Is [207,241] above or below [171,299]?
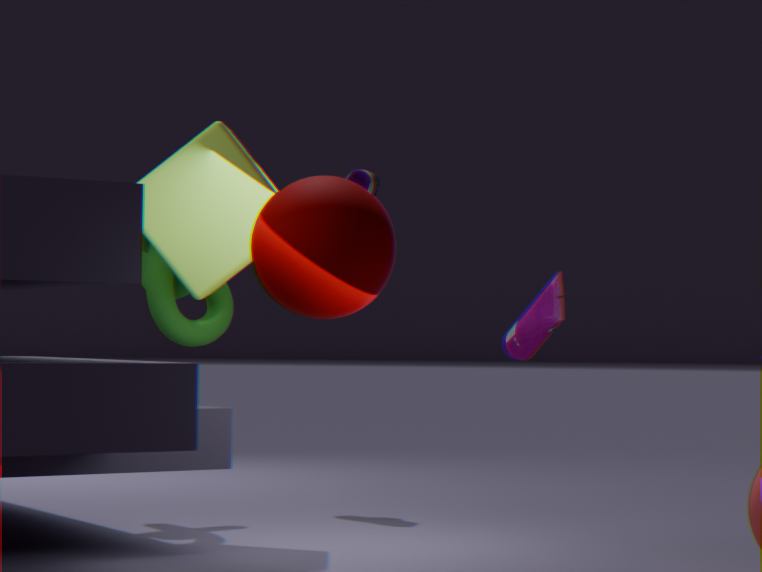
above
